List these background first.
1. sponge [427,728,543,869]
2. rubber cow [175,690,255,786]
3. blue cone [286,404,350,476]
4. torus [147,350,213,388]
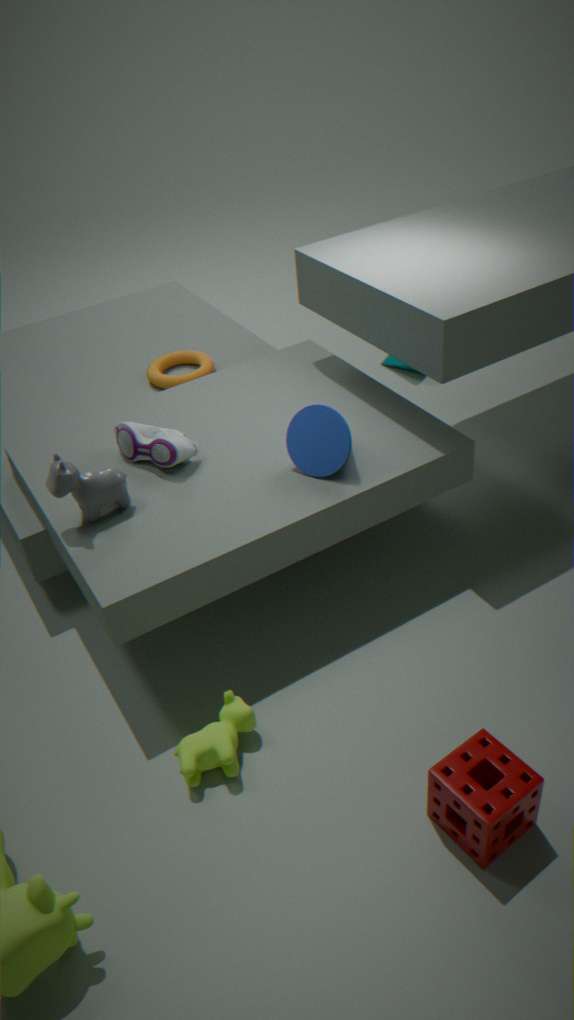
torus [147,350,213,388] → blue cone [286,404,350,476] → rubber cow [175,690,255,786] → sponge [427,728,543,869]
